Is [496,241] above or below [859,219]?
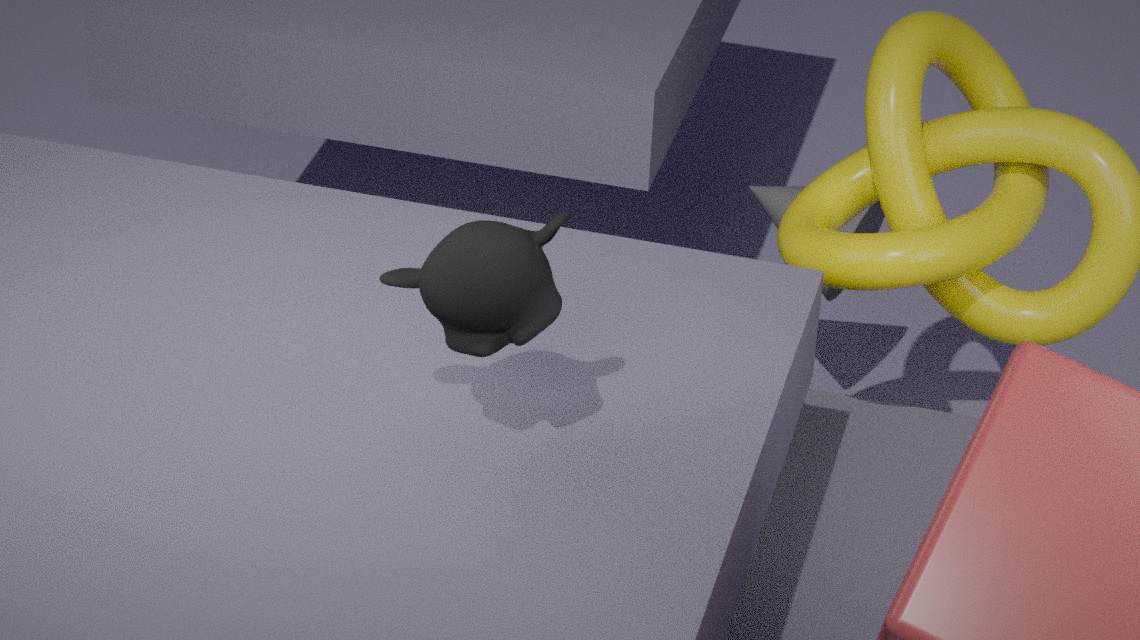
above
